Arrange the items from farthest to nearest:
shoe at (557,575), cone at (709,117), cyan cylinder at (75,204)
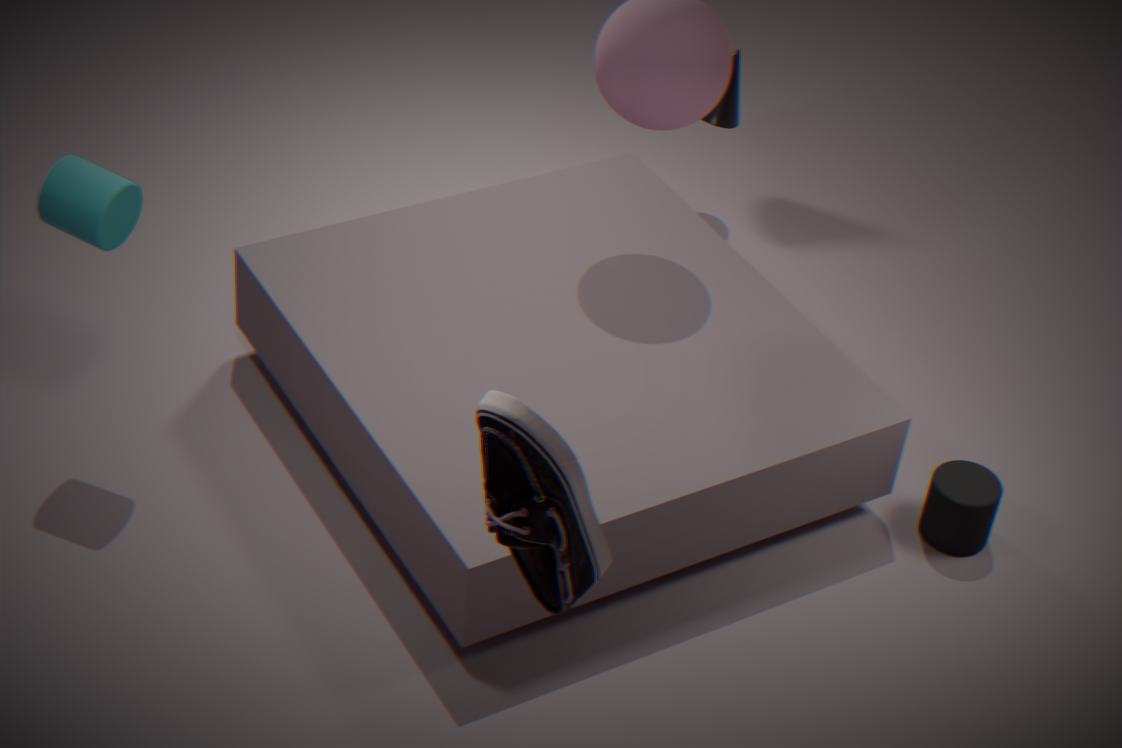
1. cone at (709,117)
2. cyan cylinder at (75,204)
3. shoe at (557,575)
